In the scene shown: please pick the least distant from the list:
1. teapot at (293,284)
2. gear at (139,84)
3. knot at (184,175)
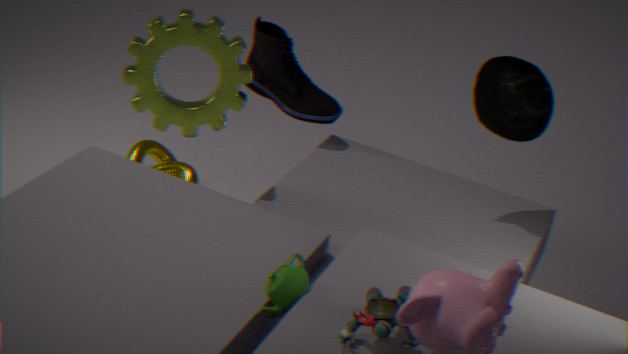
teapot at (293,284)
